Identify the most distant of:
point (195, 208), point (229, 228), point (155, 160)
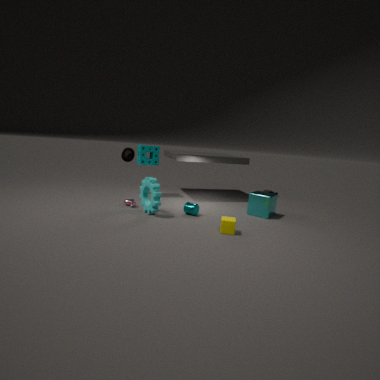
point (155, 160)
